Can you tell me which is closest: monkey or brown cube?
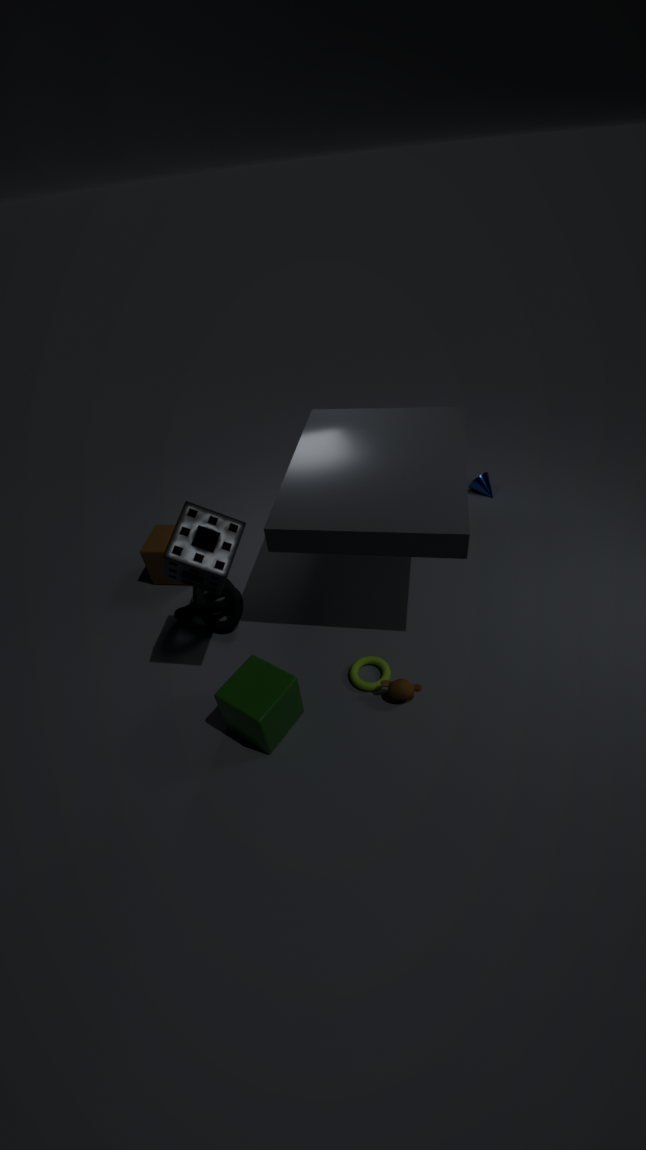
monkey
